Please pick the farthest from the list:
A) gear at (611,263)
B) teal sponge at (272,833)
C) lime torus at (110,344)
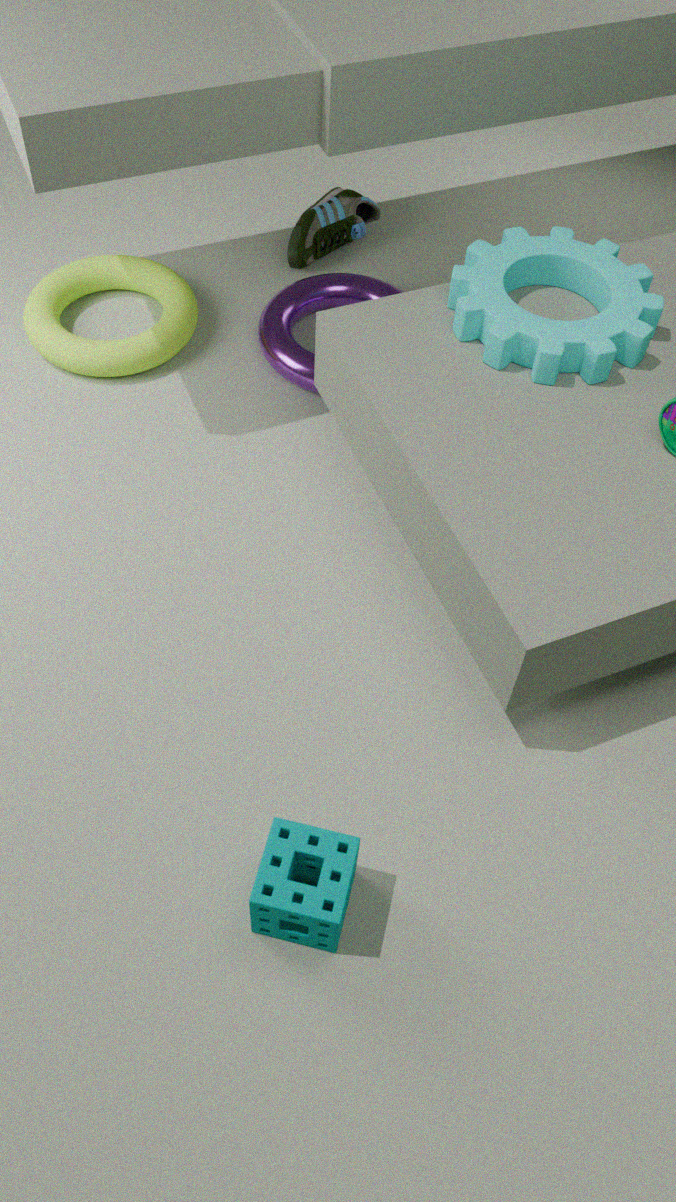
lime torus at (110,344)
